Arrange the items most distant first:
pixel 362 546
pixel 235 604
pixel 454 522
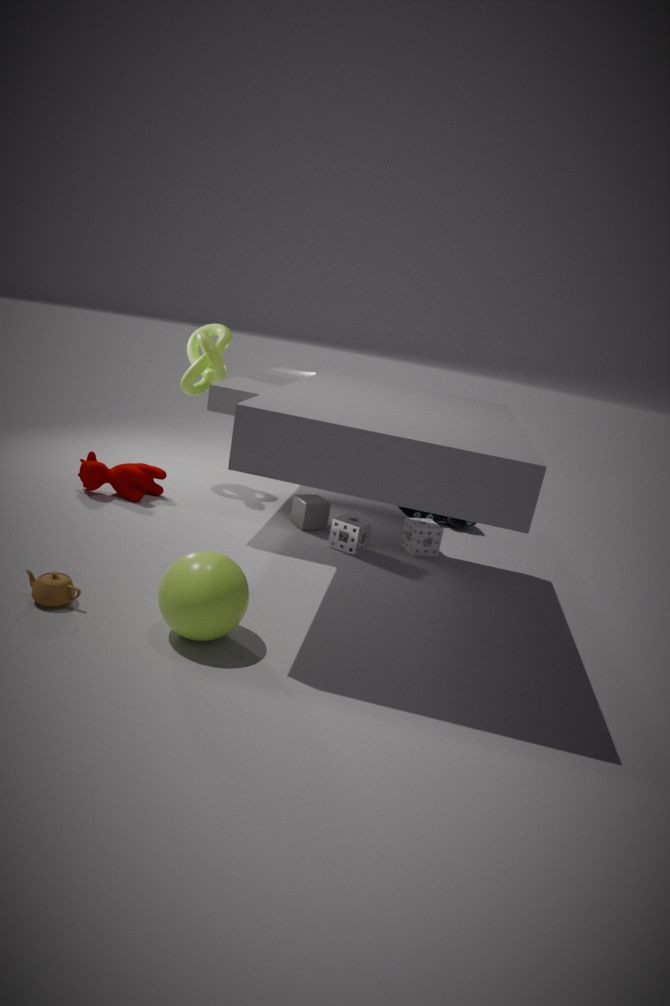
pixel 454 522 < pixel 362 546 < pixel 235 604
